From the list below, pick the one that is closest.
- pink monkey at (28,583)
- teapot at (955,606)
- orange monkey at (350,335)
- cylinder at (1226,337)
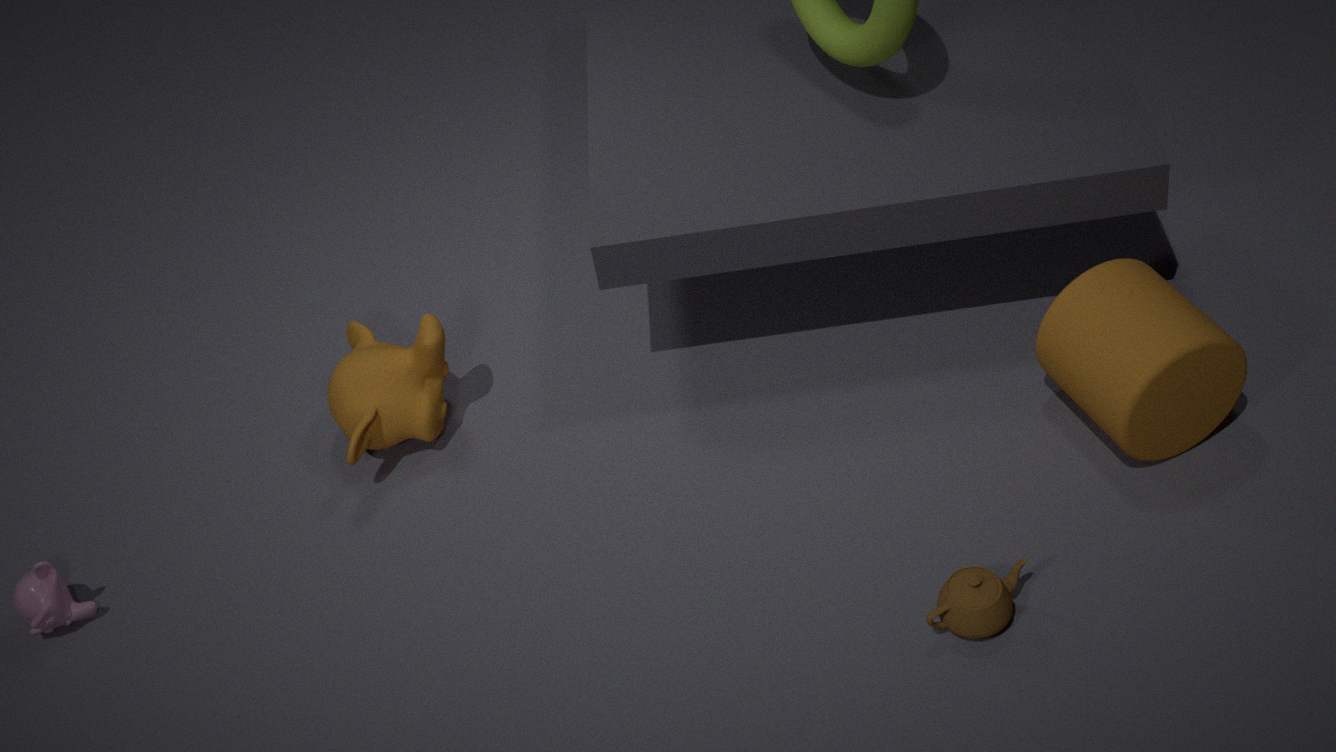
teapot at (955,606)
